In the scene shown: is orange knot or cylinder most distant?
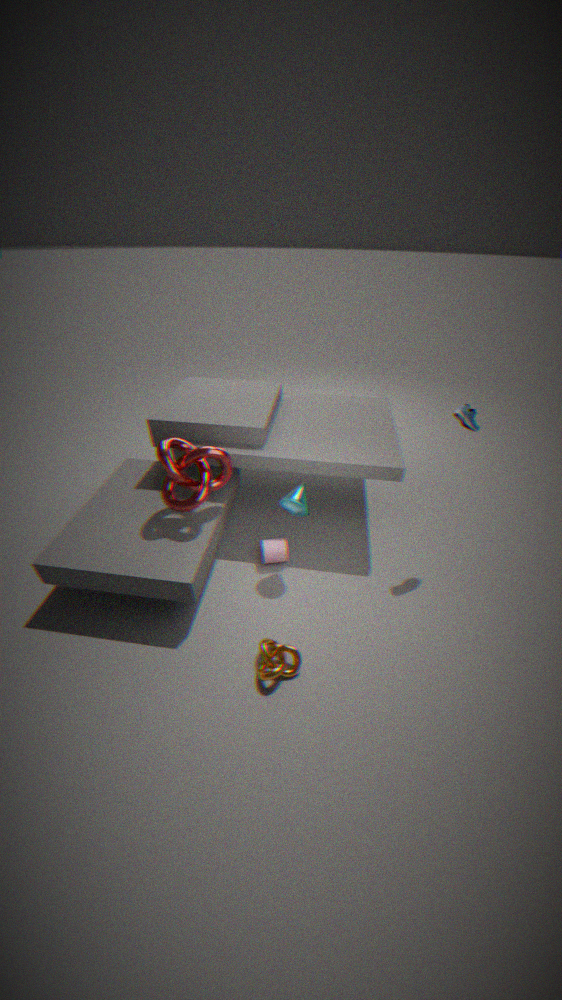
cylinder
